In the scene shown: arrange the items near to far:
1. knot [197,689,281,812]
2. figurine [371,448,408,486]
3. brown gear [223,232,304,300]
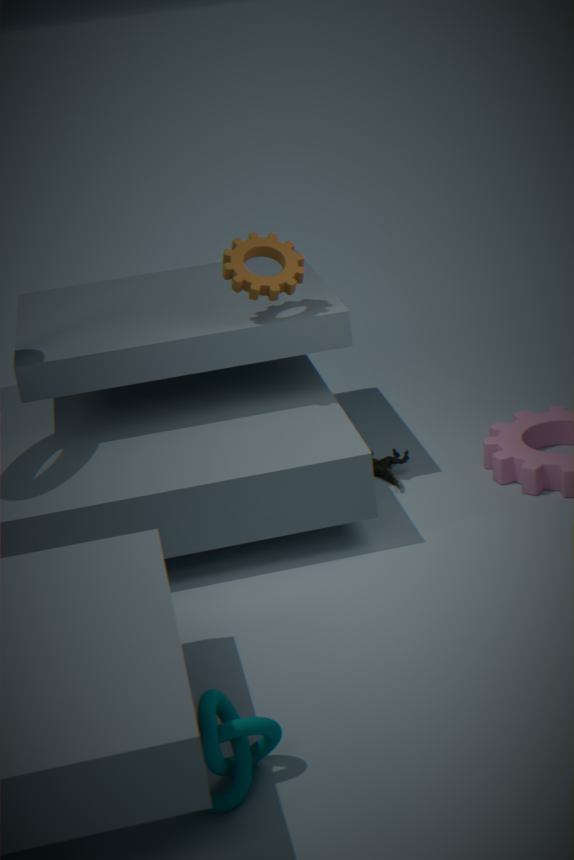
knot [197,689,281,812] → brown gear [223,232,304,300] → figurine [371,448,408,486]
